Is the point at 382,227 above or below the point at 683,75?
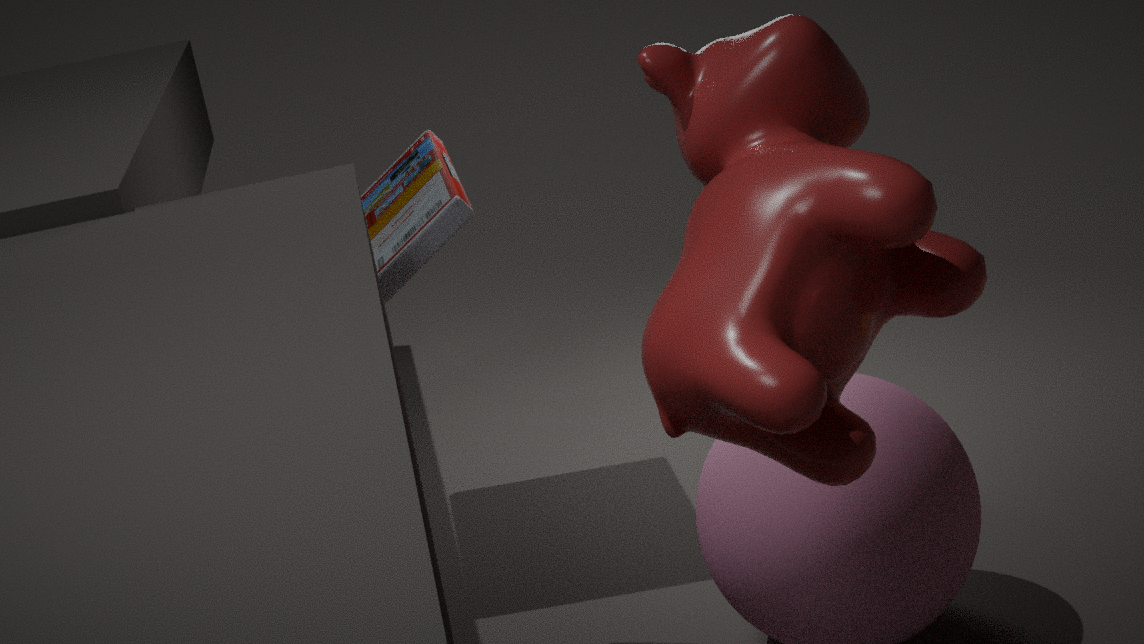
below
